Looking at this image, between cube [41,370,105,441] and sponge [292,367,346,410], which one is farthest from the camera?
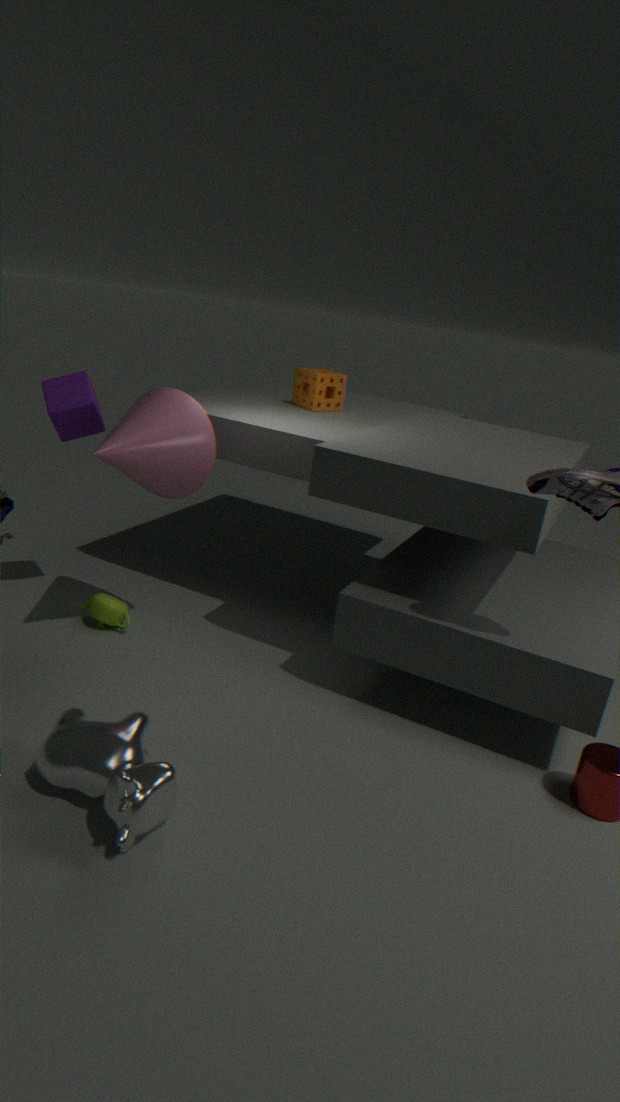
sponge [292,367,346,410]
